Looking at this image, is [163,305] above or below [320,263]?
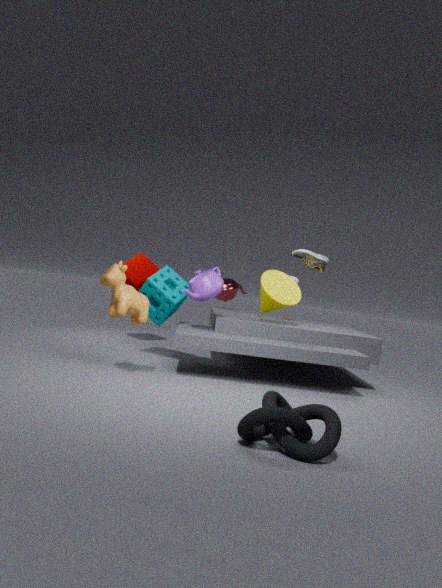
below
